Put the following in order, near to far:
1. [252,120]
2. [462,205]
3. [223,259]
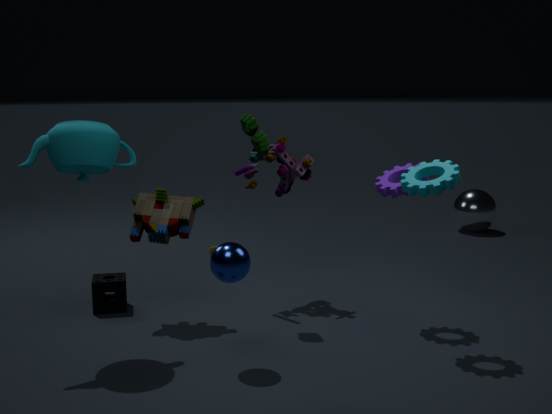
1. [223,259]
2. [252,120]
3. [462,205]
